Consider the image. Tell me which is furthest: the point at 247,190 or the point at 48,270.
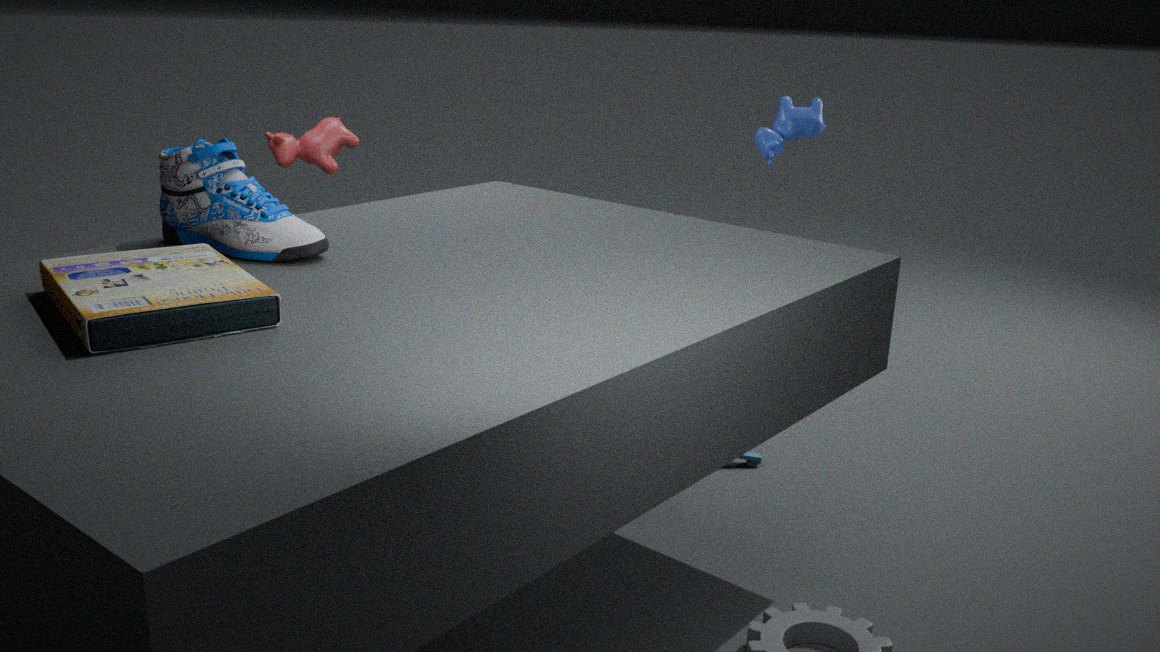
the point at 247,190
